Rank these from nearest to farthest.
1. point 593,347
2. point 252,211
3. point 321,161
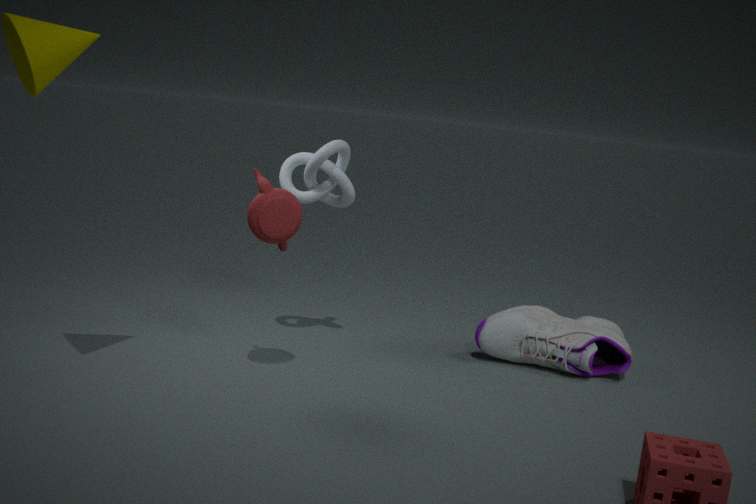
point 252,211 < point 321,161 < point 593,347
